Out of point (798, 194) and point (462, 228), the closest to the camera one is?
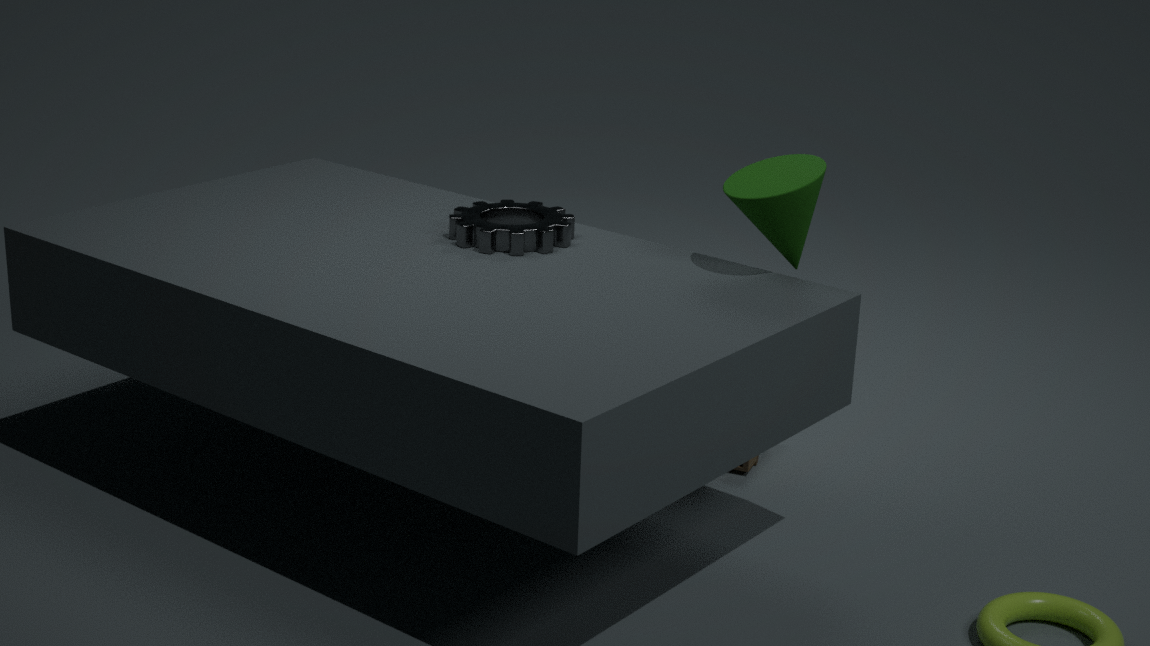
point (798, 194)
